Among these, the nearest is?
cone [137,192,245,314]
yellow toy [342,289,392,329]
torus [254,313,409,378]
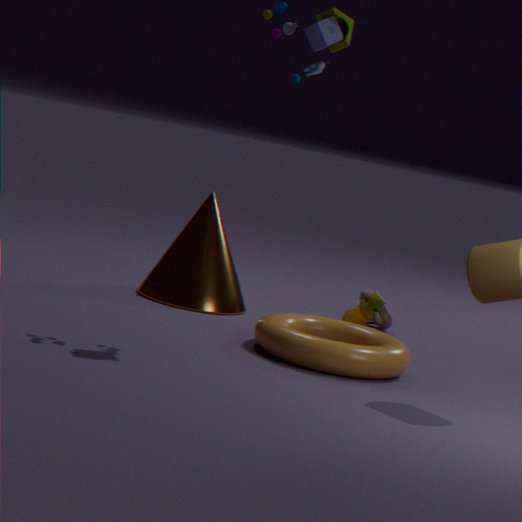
torus [254,313,409,378]
